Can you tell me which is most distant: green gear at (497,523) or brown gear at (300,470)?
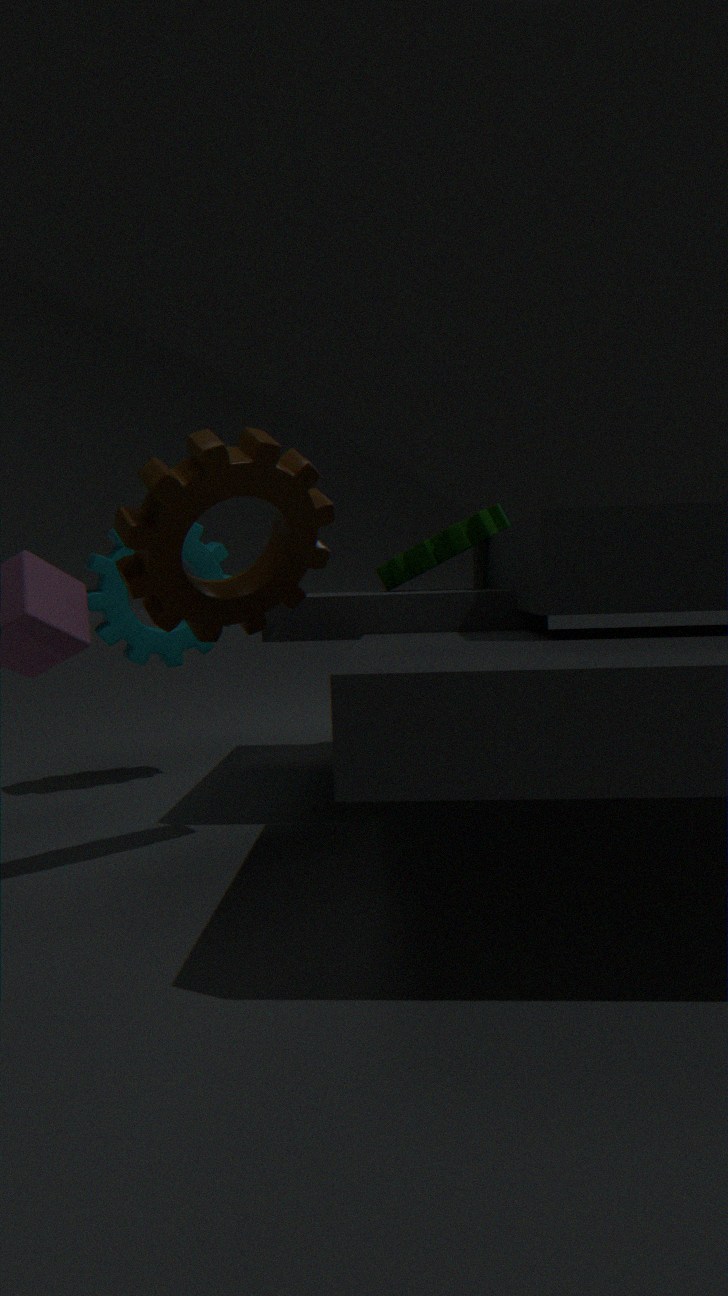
green gear at (497,523)
